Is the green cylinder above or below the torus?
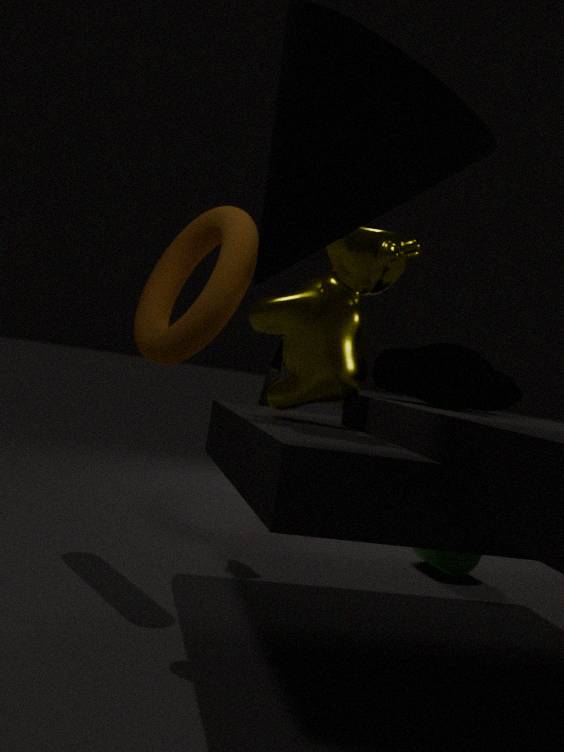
below
